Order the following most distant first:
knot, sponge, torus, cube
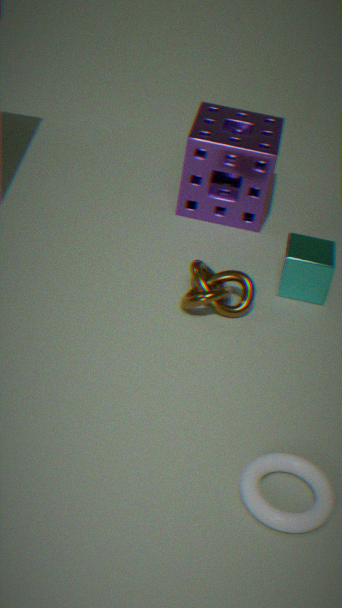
sponge
cube
knot
torus
